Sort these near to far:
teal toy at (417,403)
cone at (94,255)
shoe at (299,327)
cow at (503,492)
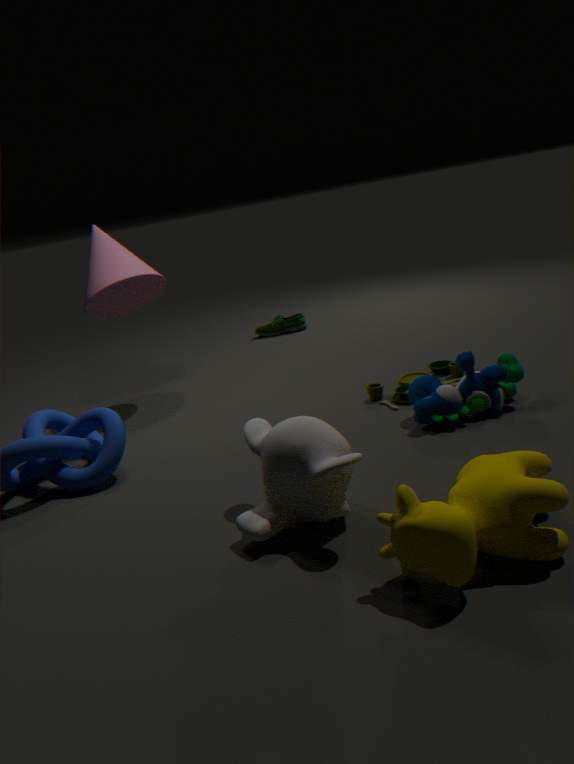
cow at (503,492), teal toy at (417,403), cone at (94,255), shoe at (299,327)
